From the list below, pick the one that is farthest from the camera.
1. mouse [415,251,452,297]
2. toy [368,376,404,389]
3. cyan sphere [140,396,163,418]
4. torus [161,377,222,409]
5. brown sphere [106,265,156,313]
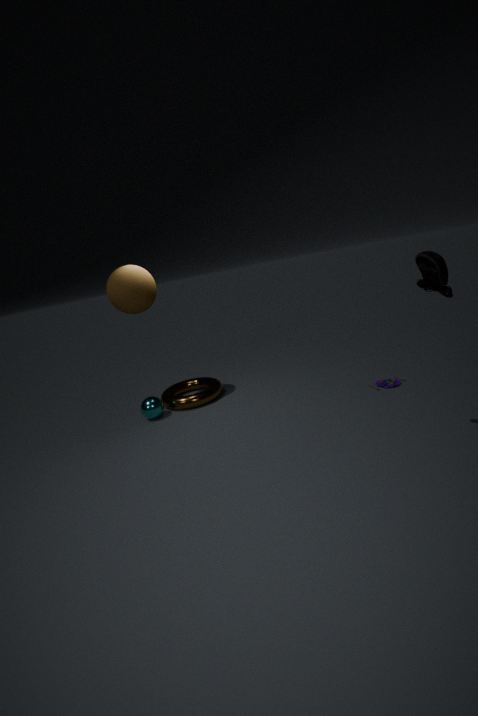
torus [161,377,222,409]
